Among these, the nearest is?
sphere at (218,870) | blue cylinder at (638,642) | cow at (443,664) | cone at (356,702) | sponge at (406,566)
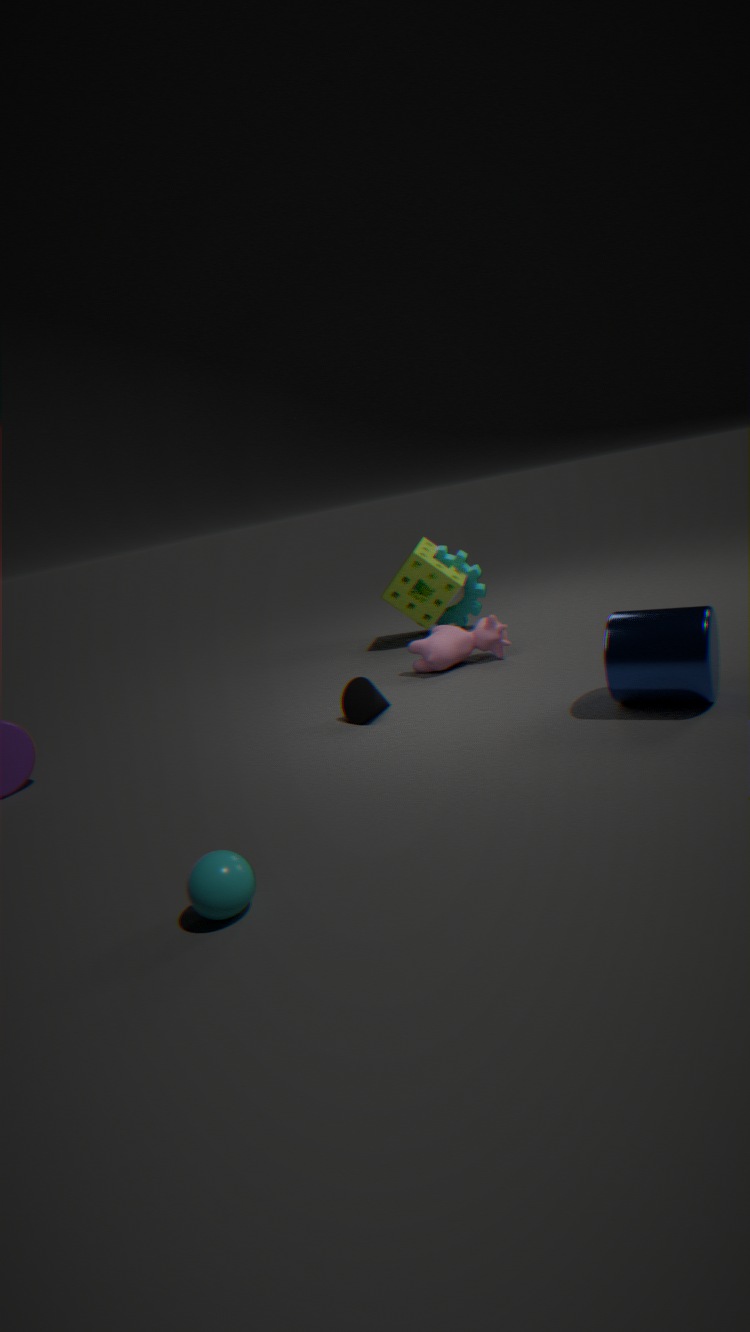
sphere at (218,870)
